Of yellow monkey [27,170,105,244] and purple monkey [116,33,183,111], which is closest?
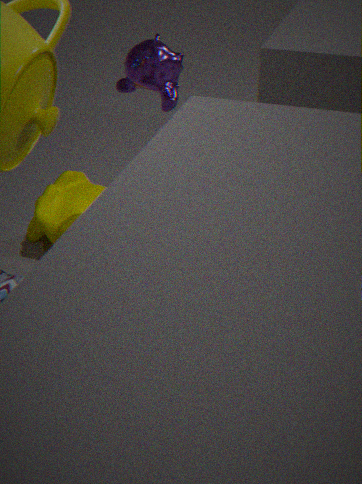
purple monkey [116,33,183,111]
